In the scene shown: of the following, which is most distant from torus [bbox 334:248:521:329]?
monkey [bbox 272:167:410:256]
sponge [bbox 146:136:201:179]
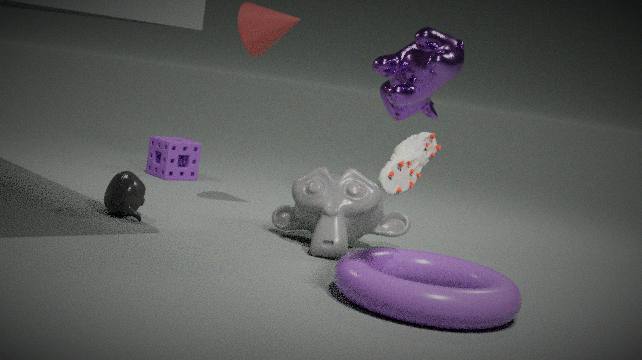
sponge [bbox 146:136:201:179]
